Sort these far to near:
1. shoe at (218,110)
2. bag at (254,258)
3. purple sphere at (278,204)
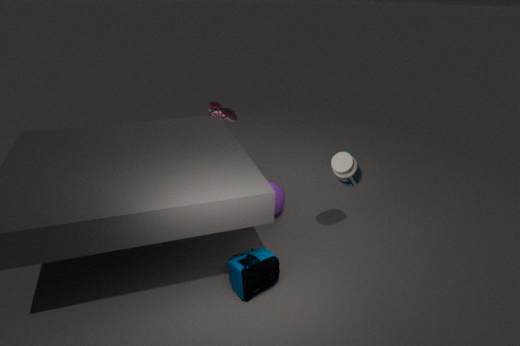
shoe at (218,110), purple sphere at (278,204), bag at (254,258)
